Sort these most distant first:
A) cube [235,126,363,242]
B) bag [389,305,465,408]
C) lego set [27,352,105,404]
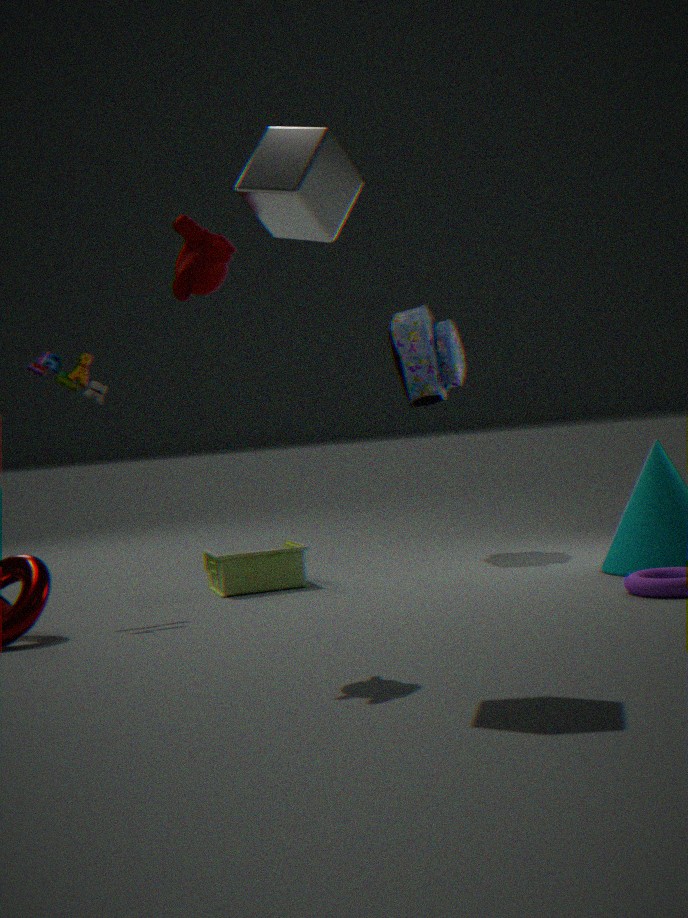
bag [389,305,465,408], lego set [27,352,105,404], cube [235,126,363,242]
